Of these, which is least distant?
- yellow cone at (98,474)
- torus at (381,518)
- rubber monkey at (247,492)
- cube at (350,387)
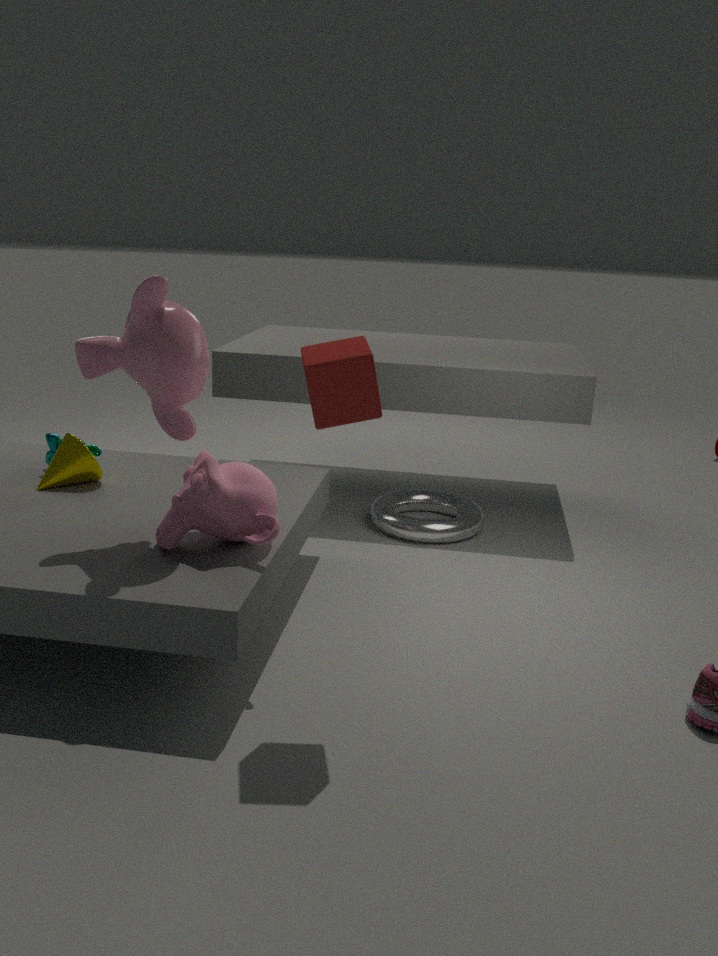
cube at (350,387)
